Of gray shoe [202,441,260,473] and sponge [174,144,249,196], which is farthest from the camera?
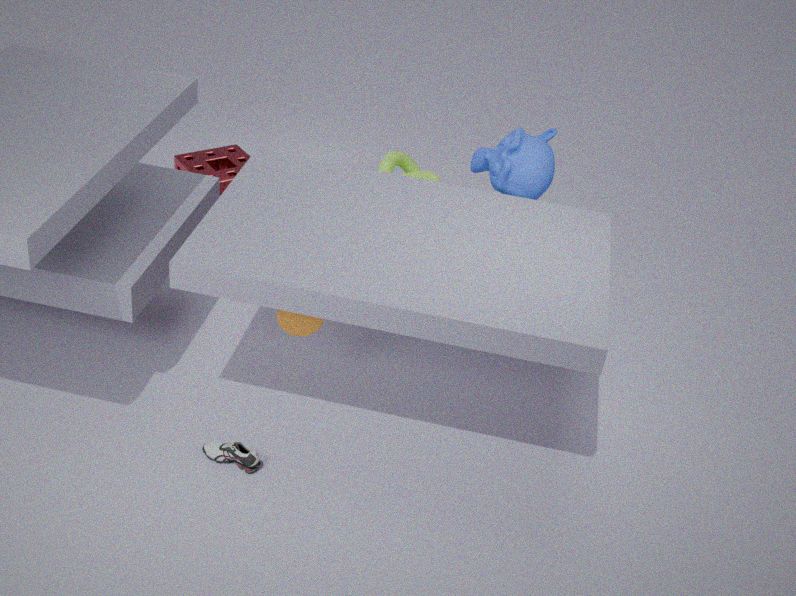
sponge [174,144,249,196]
